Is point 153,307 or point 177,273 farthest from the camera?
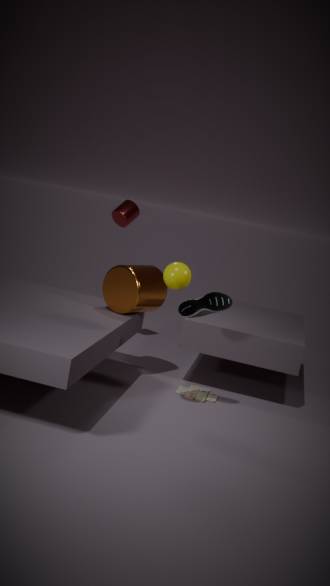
point 153,307
